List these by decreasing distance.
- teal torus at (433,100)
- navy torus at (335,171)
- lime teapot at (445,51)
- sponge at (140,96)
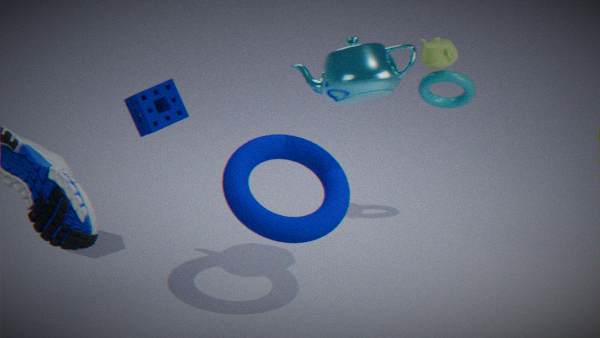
teal torus at (433,100) → lime teapot at (445,51) → sponge at (140,96) → navy torus at (335,171)
